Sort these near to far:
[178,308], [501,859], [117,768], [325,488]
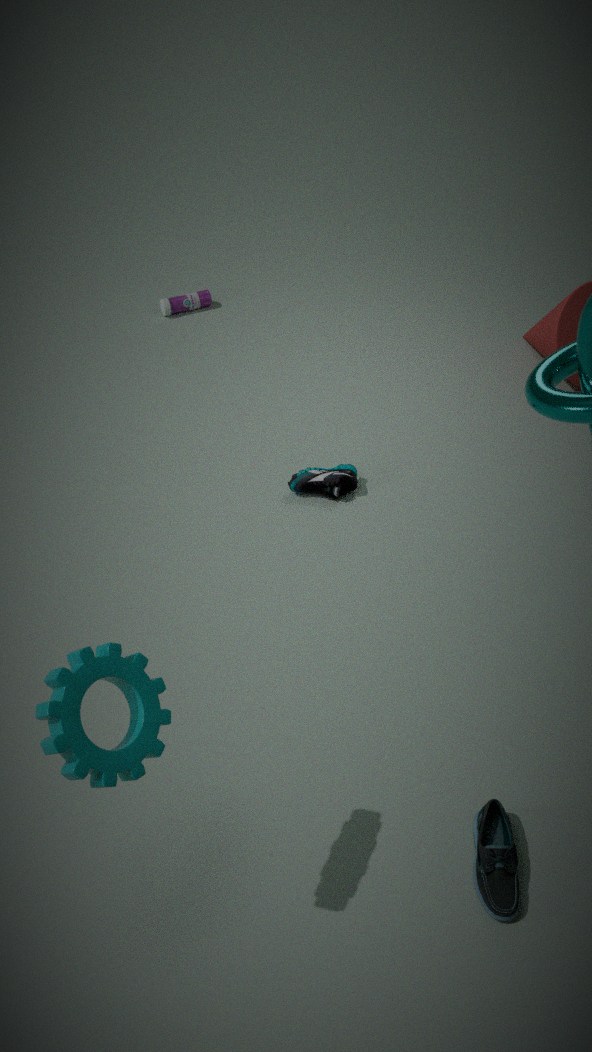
1. [117,768]
2. [501,859]
3. [325,488]
4. [178,308]
